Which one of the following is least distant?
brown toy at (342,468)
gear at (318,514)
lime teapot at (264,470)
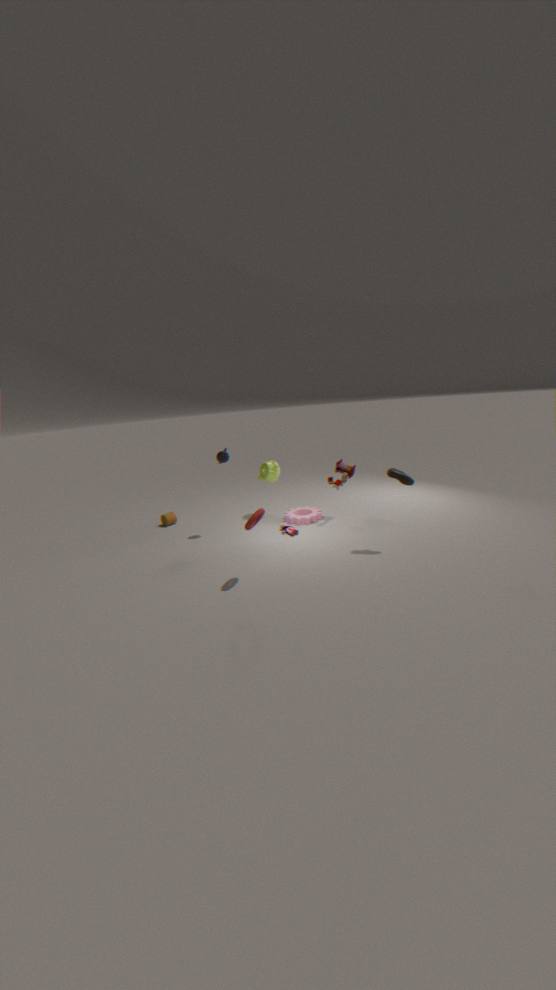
brown toy at (342,468)
